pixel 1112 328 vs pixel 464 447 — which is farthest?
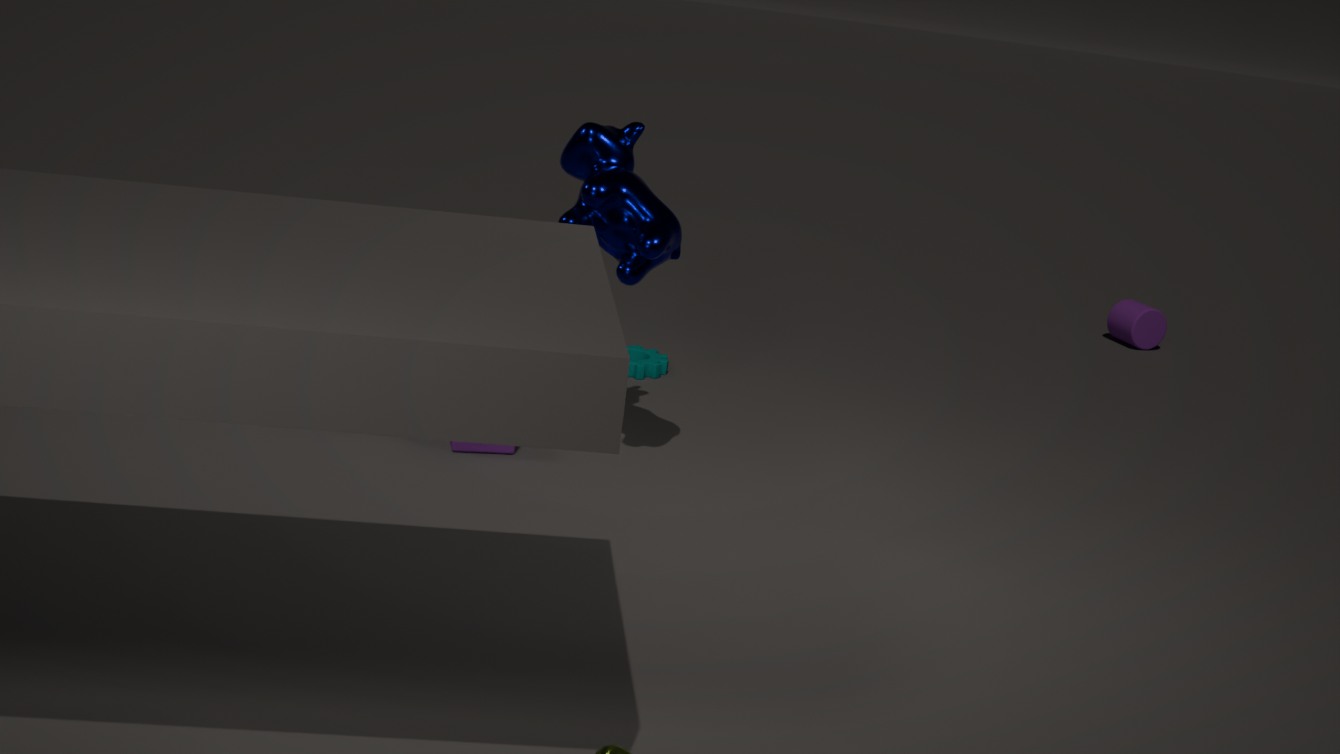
pixel 1112 328
